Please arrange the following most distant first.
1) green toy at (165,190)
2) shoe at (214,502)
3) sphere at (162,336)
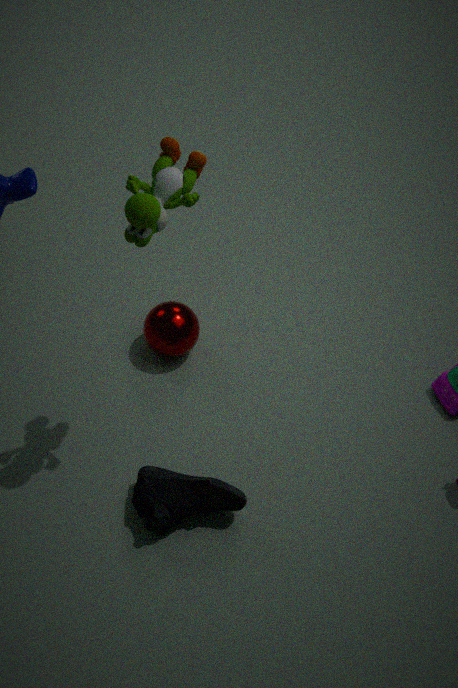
3. sphere at (162,336) < 2. shoe at (214,502) < 1. green toy at (165,190)
